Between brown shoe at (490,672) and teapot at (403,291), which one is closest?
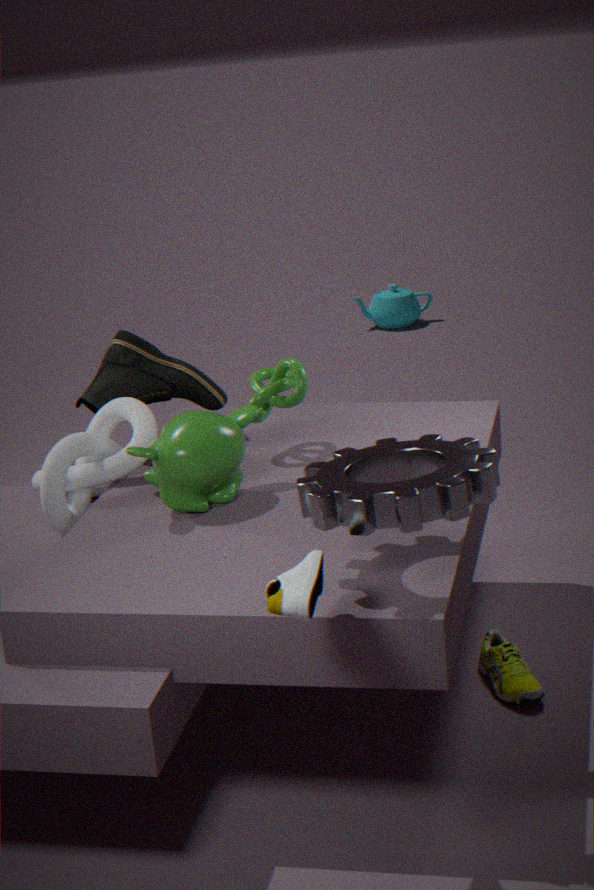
brown shoe at (490,672)
